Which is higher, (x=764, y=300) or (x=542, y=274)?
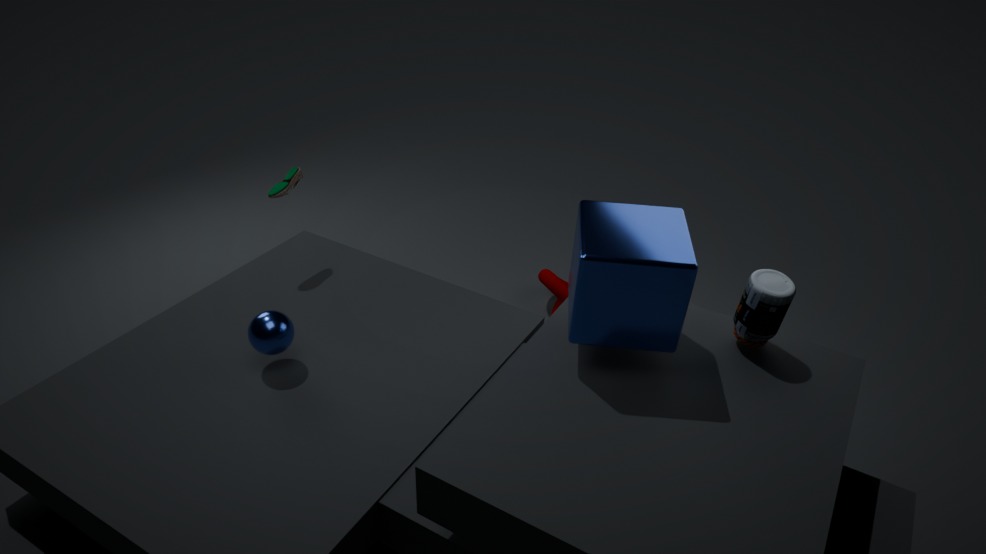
(x=764, y=300)
